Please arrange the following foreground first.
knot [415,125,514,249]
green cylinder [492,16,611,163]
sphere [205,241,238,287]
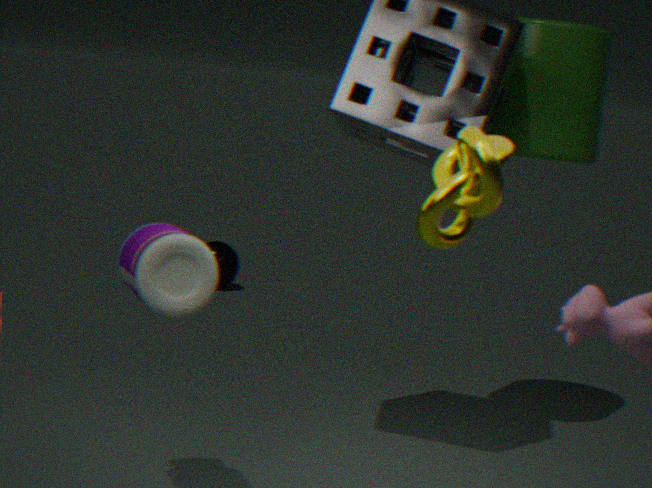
knot [415,125,514,249] < green cylinder [492,16,611,163] < sphere [205,241,238,287]
